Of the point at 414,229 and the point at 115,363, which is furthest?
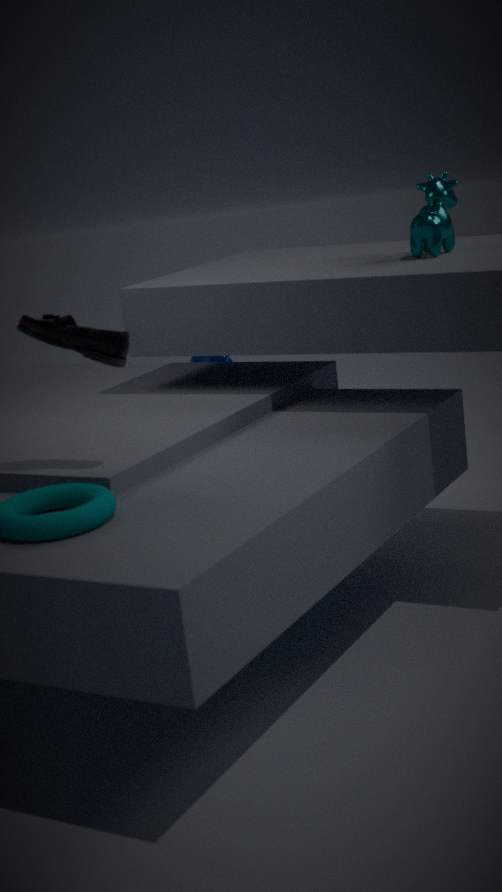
the point at 414,229
